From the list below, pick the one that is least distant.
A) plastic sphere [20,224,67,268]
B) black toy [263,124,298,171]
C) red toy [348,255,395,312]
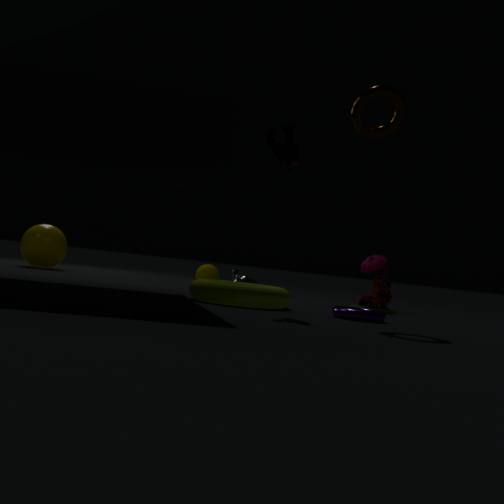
black toy [263,124,298,171]
